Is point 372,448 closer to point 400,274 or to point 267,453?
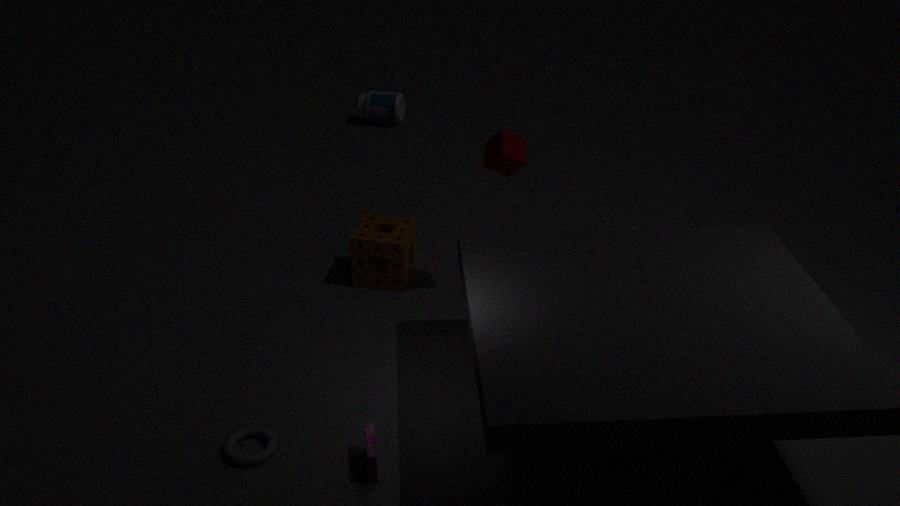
point 267,453
